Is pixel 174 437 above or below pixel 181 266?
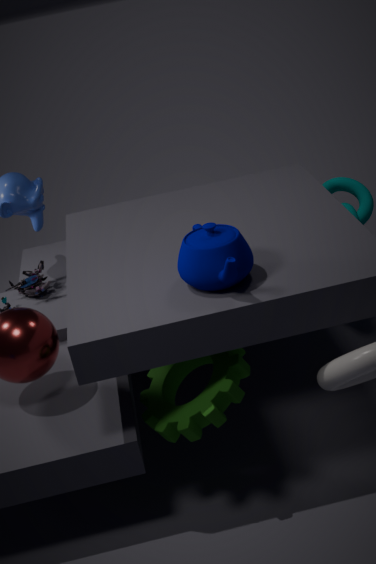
below
